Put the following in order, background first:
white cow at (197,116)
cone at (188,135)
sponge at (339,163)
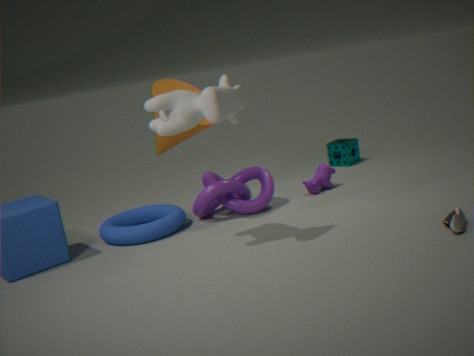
1. sponge at (339,163)
2. cone at (188,135)
3. white cow at (197,116)
